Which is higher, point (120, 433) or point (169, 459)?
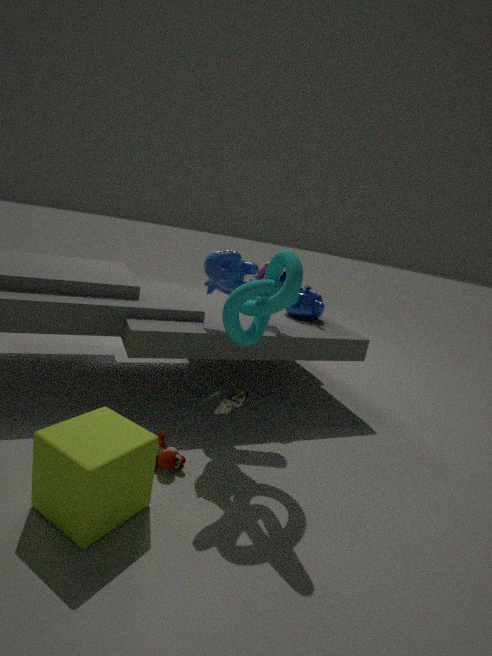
point (120, 433)
